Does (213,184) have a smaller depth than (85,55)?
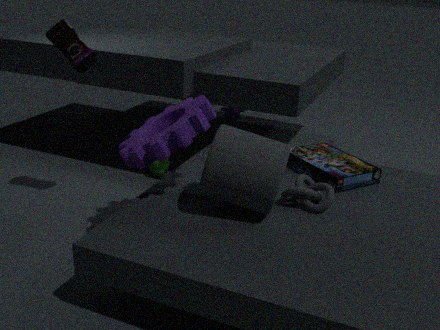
Yes
